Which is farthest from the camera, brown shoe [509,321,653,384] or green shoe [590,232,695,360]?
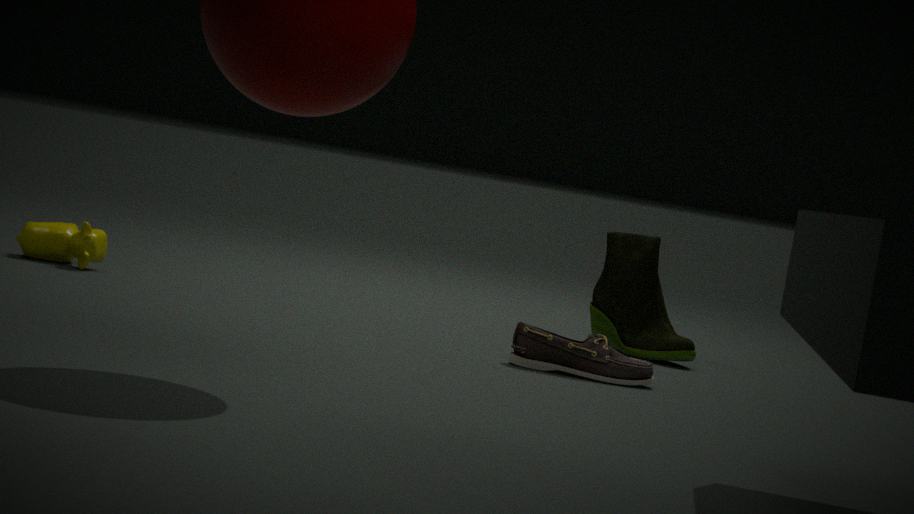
green shoe [590,232,695,360]
